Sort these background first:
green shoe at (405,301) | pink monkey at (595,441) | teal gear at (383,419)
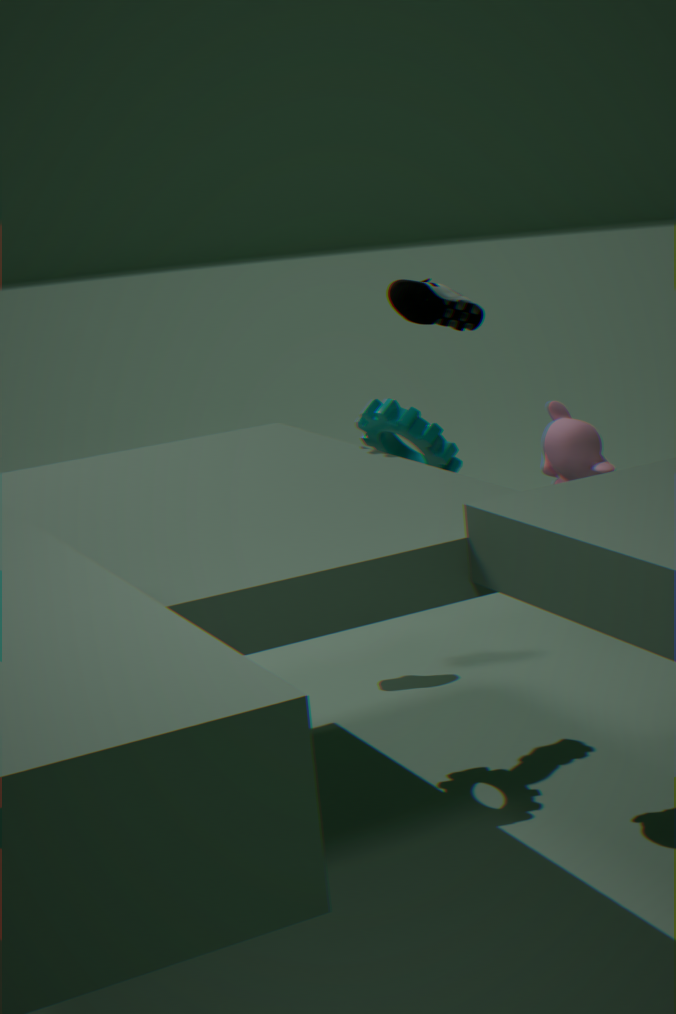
1. green shoe at (405,301)
2. teal gear at (383,419)
3. pink monkey at (595,441)
